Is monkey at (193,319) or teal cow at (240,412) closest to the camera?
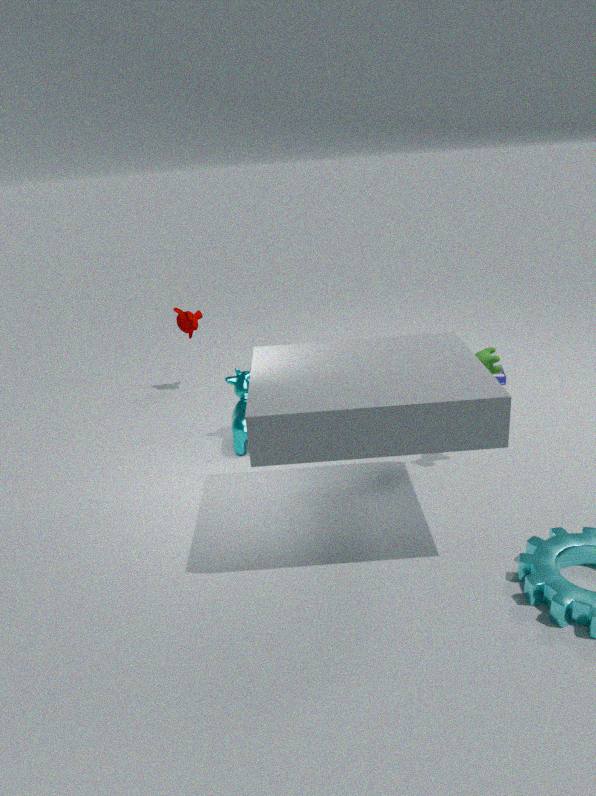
teal cow at (240,412)
